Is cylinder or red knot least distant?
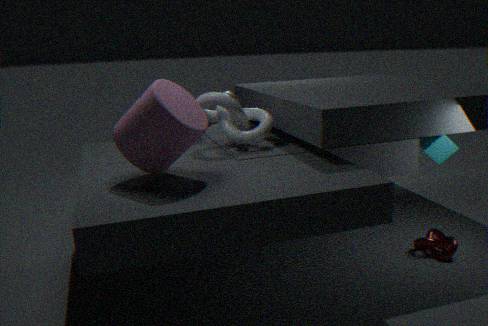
cylinder
